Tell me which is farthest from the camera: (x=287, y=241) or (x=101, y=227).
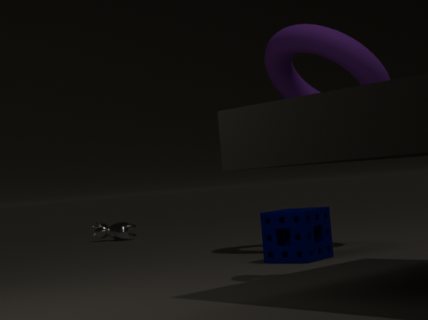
(x=101, y=227)
